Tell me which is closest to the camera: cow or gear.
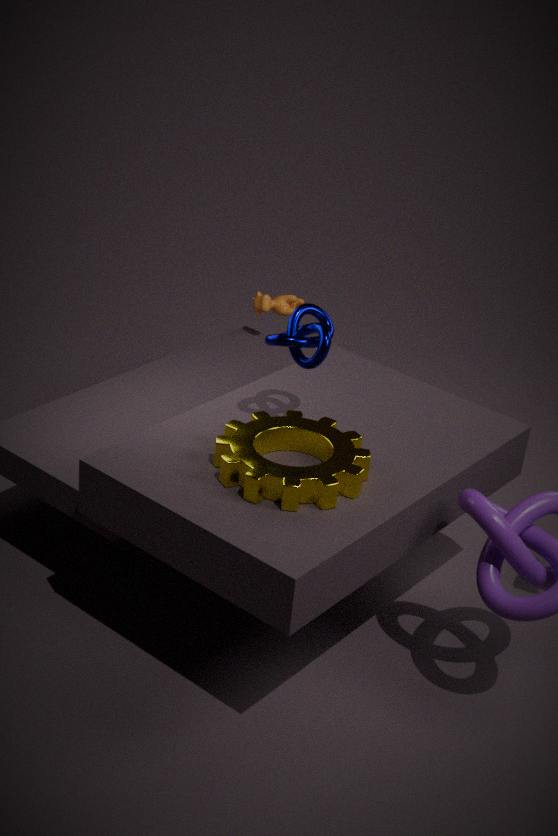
gear
